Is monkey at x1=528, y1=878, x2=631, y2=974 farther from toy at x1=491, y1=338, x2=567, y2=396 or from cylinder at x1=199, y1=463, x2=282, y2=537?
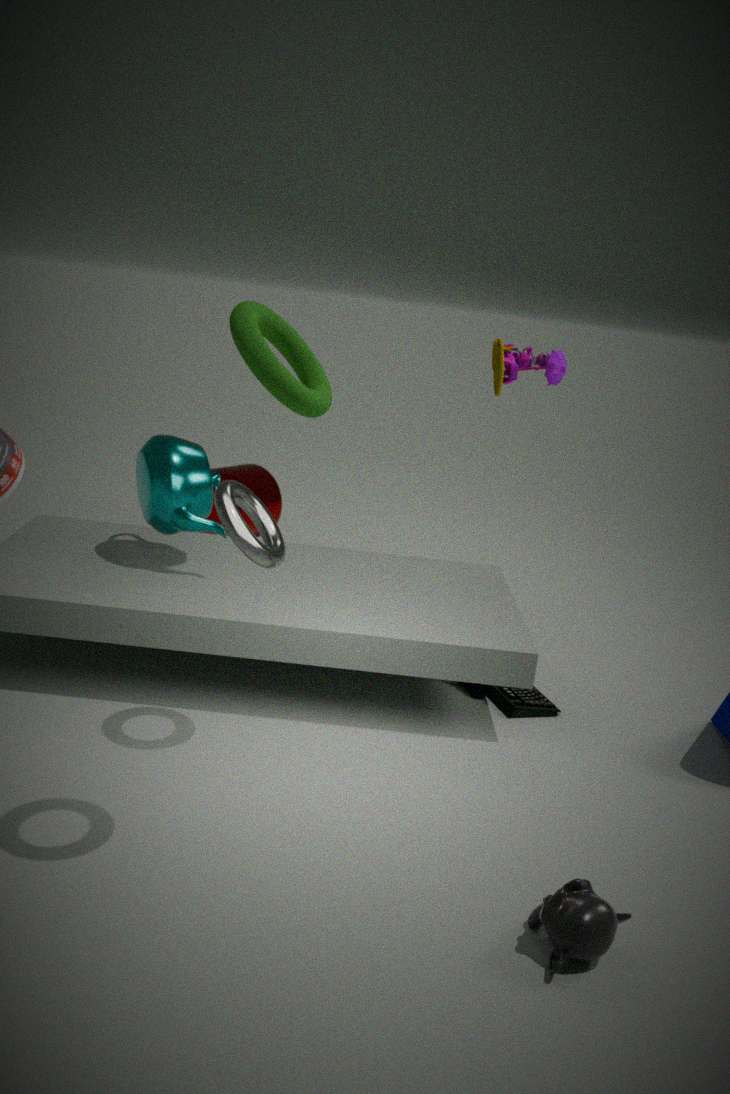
cylinder at x1=199, y1=463, x2=282, y2=537
